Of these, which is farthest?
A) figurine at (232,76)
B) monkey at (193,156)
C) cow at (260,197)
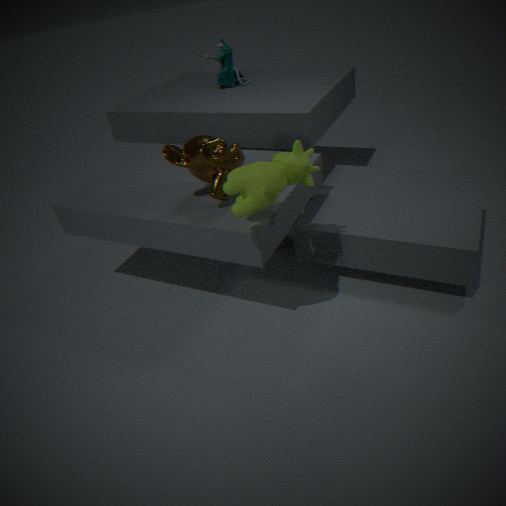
figurine at (232,76)
